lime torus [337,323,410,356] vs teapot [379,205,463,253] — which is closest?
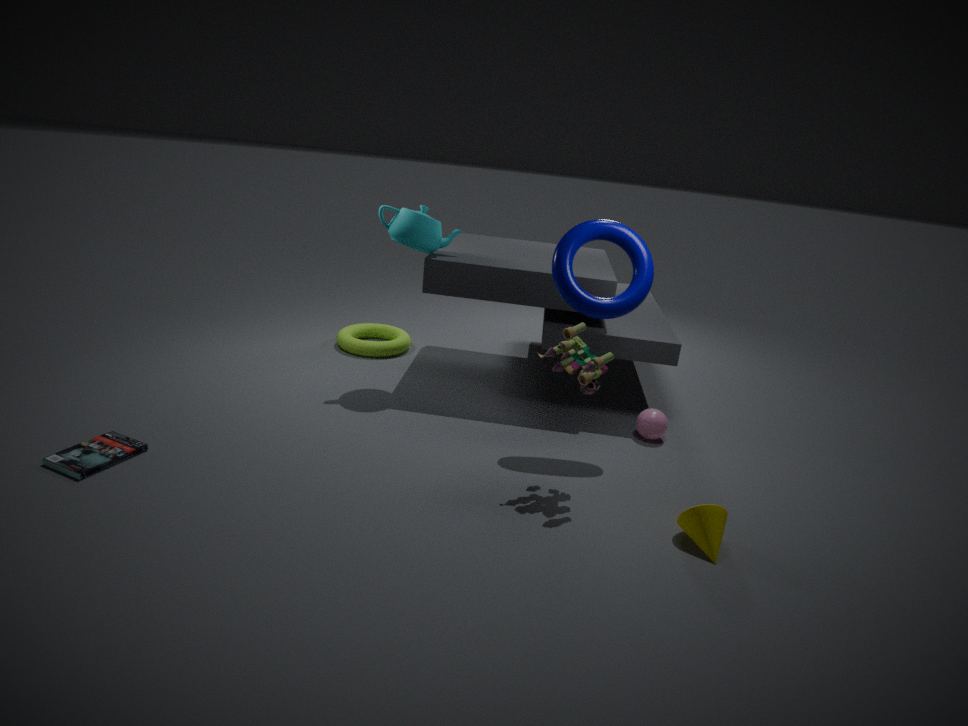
teapot [379,205,463,253]
